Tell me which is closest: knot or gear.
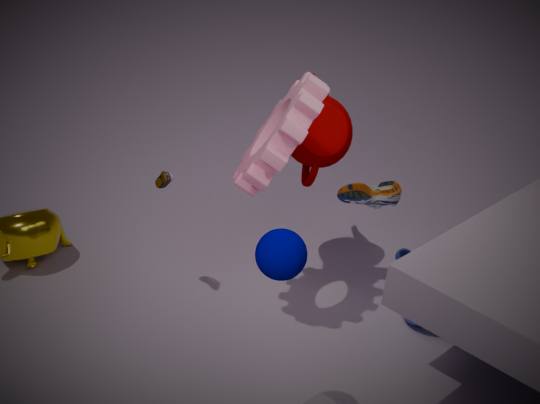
gear
